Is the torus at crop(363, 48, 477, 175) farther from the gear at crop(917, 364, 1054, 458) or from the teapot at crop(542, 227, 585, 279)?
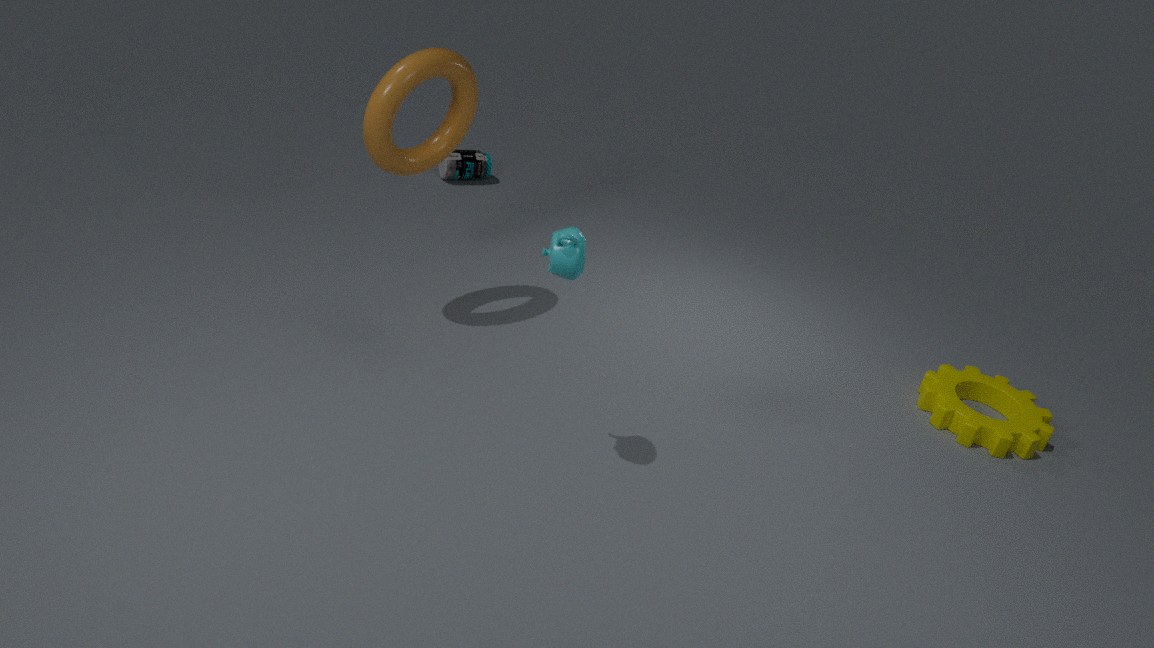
the gear at crop(917, 364, 1054, 458)
